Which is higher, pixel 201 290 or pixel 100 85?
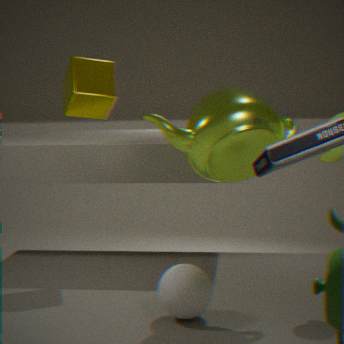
pixel 100 85
